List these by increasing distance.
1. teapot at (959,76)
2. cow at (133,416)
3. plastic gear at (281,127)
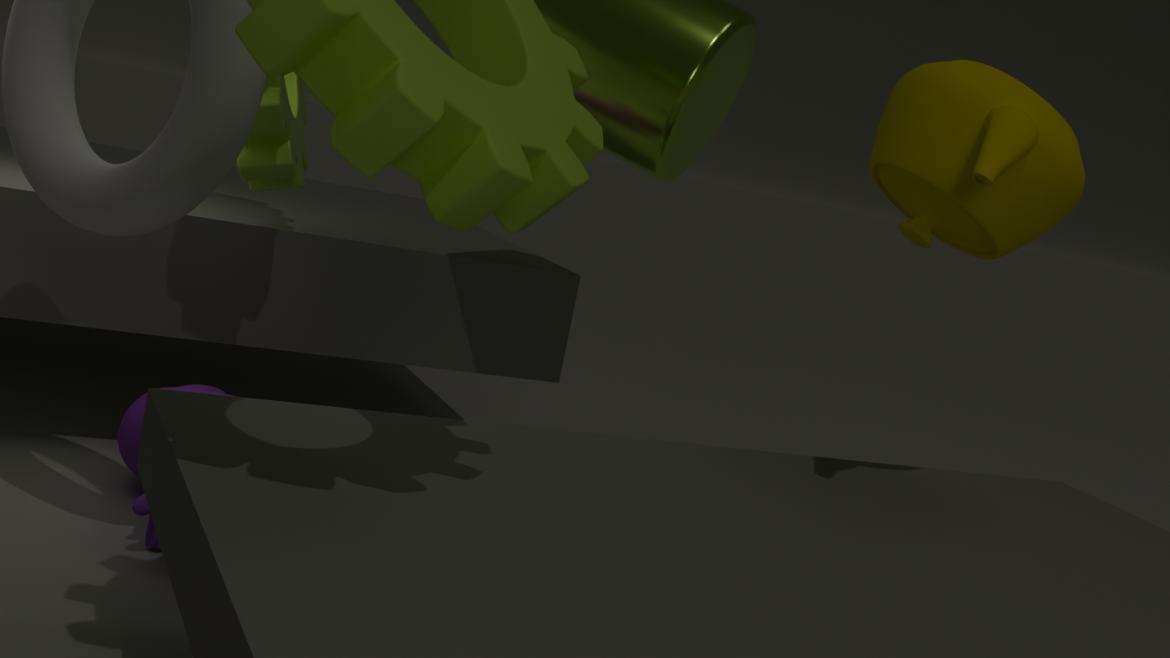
teapot at (959,76) < cow at (133,416) < plastic gear at (281,127)
